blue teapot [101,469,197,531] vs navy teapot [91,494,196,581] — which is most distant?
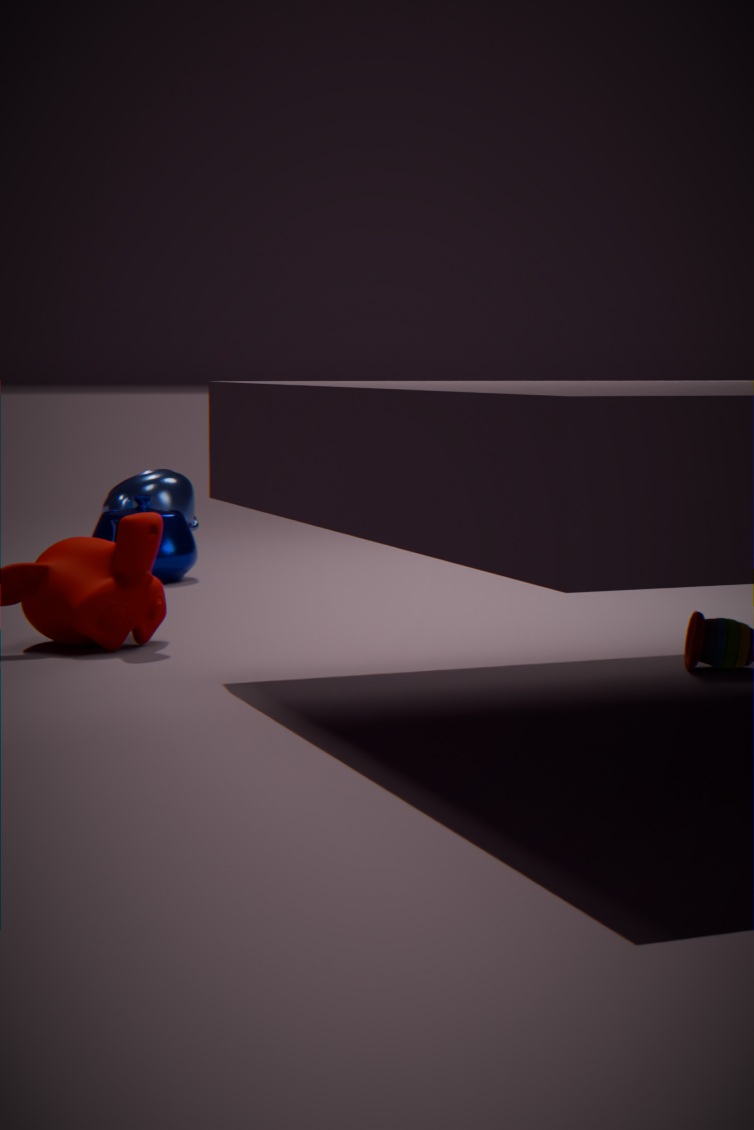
blue teapot [101,469,197,531]
